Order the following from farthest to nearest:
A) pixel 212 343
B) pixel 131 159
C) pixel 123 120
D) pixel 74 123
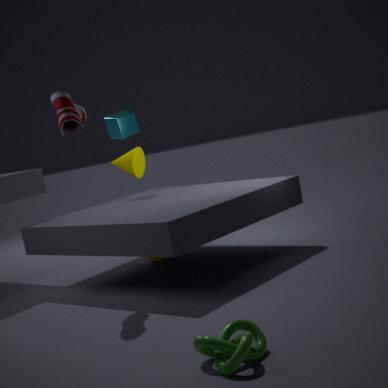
pixel 123 120 < pixel 131 159 < pixel 74 123 < pixel 212 343
